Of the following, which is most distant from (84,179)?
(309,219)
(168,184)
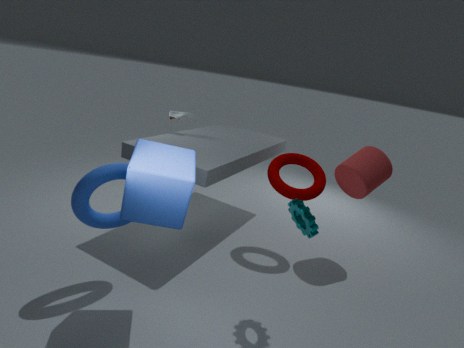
(309,219)
